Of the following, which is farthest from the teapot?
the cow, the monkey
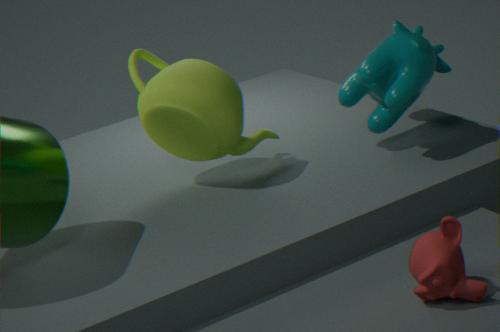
the monkey
